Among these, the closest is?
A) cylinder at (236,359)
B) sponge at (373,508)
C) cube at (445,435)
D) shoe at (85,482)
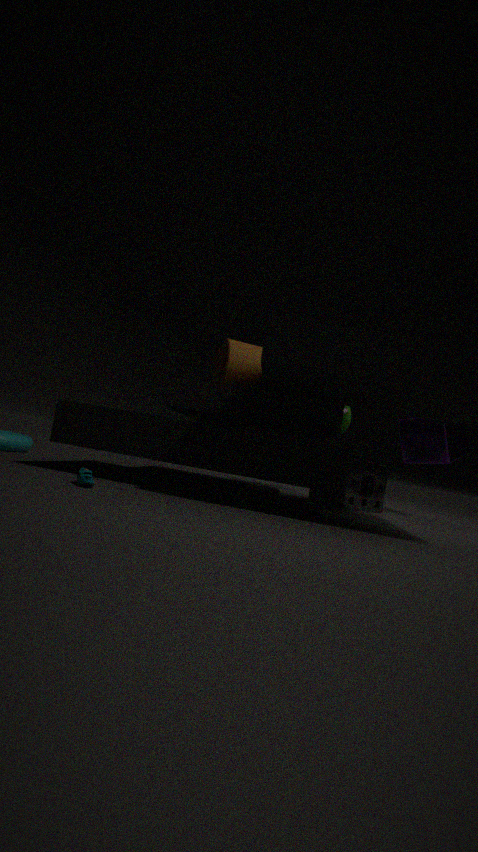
shoe at (85,482)
